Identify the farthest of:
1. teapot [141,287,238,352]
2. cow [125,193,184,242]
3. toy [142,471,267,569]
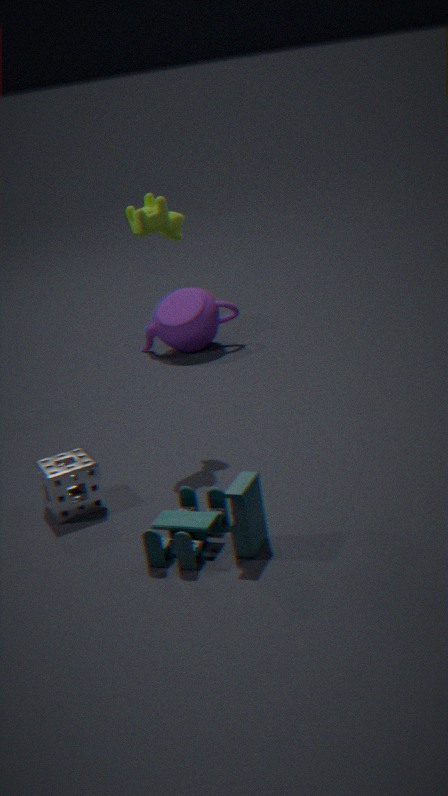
teapot [141,287,238,352]
